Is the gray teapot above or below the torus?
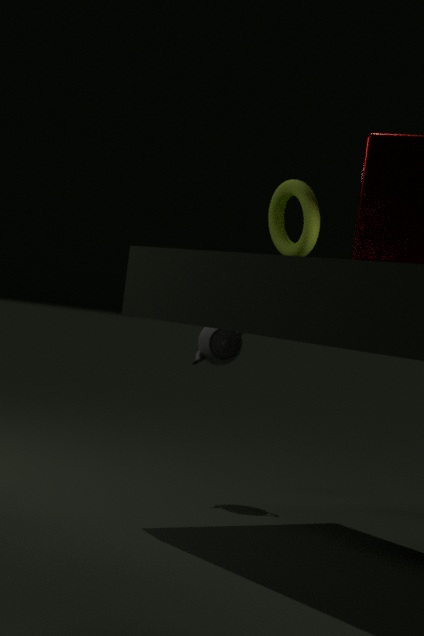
below
